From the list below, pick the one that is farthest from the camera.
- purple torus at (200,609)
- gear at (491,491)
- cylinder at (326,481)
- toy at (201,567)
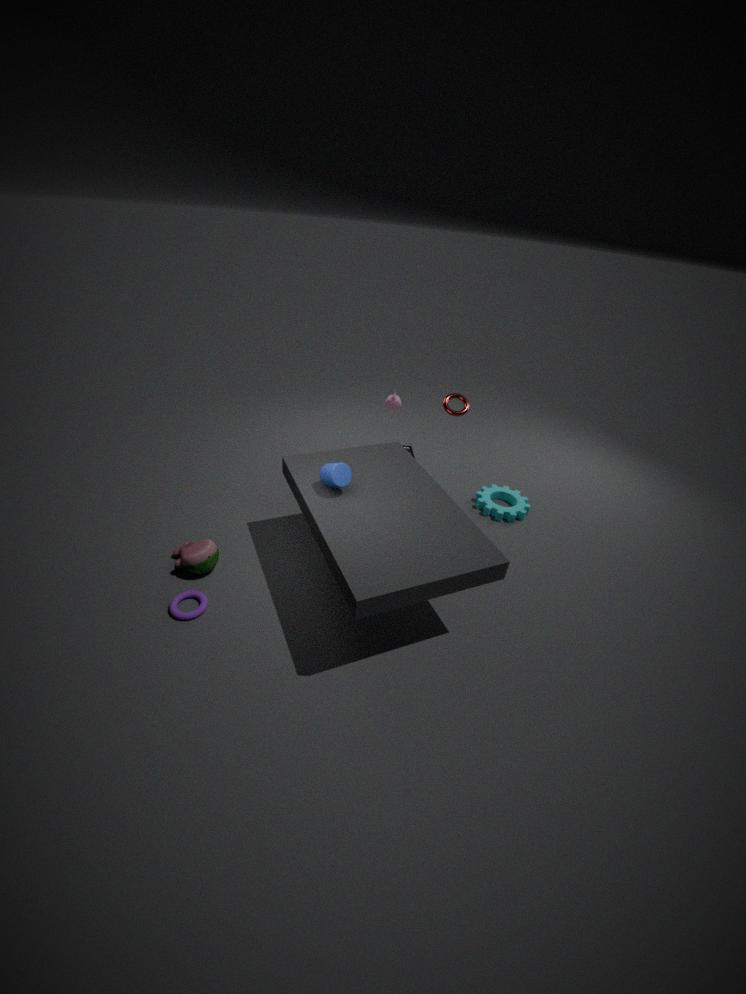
gear at (491,491)
